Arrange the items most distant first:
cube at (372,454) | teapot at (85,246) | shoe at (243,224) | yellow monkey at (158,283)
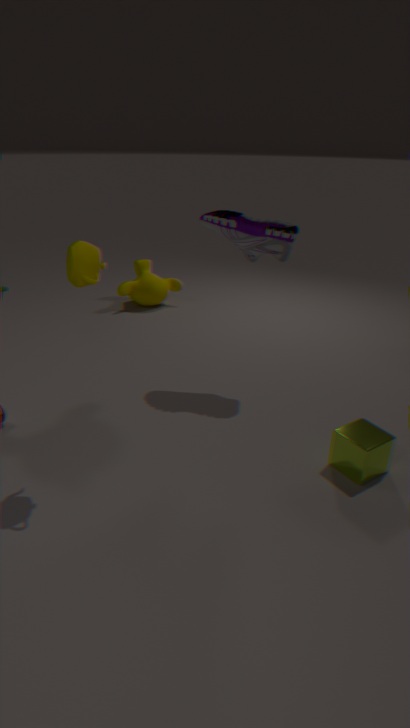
yellow monkey at (158,283)
shoe at (243,224)
cube at (372,454)
teapot at (85,246)
